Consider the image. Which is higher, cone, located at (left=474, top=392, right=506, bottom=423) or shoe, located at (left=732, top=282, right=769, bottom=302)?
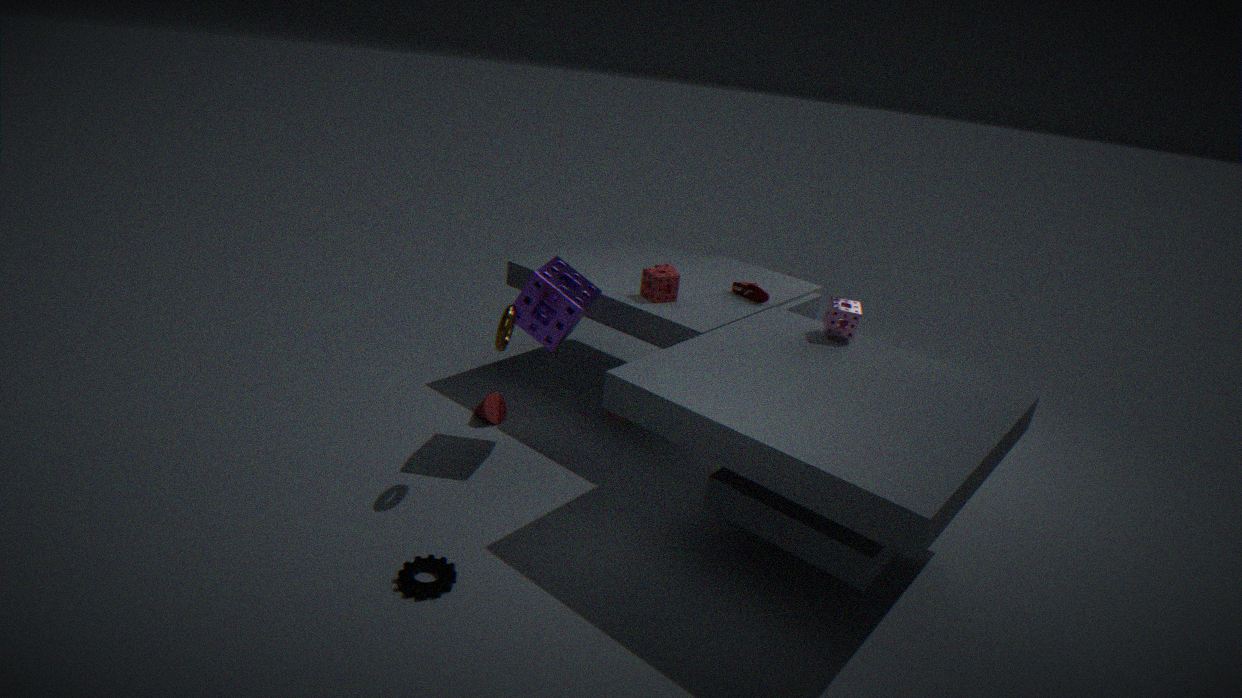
shoe, located at (left=732, top=282, right=769, bottom=302)
